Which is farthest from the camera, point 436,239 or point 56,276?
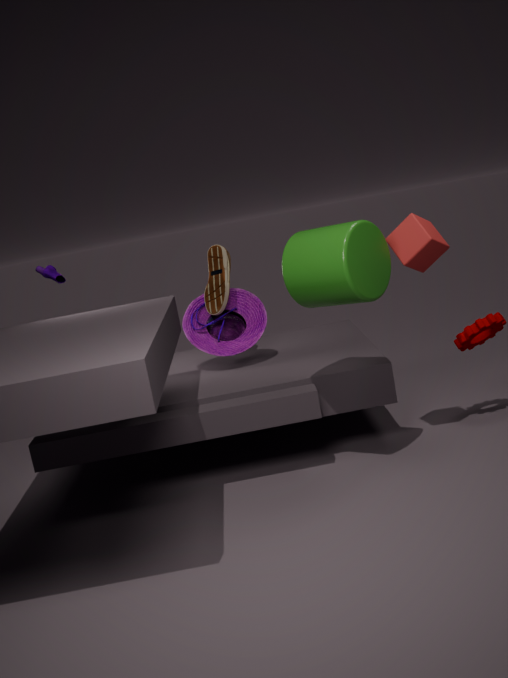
Answer: point 56,276
